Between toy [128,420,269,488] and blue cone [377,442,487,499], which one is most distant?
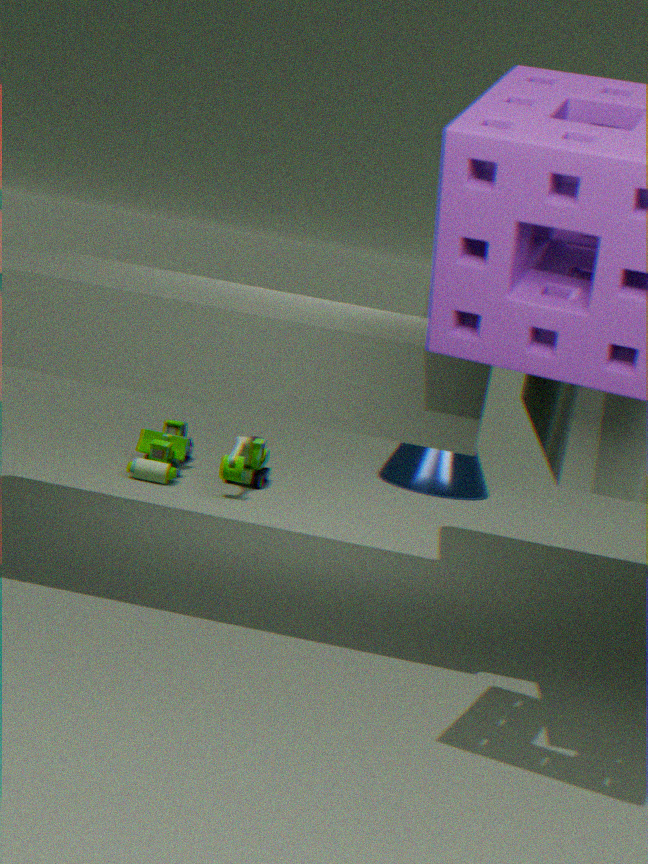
blue cone [377,442,487,499]
